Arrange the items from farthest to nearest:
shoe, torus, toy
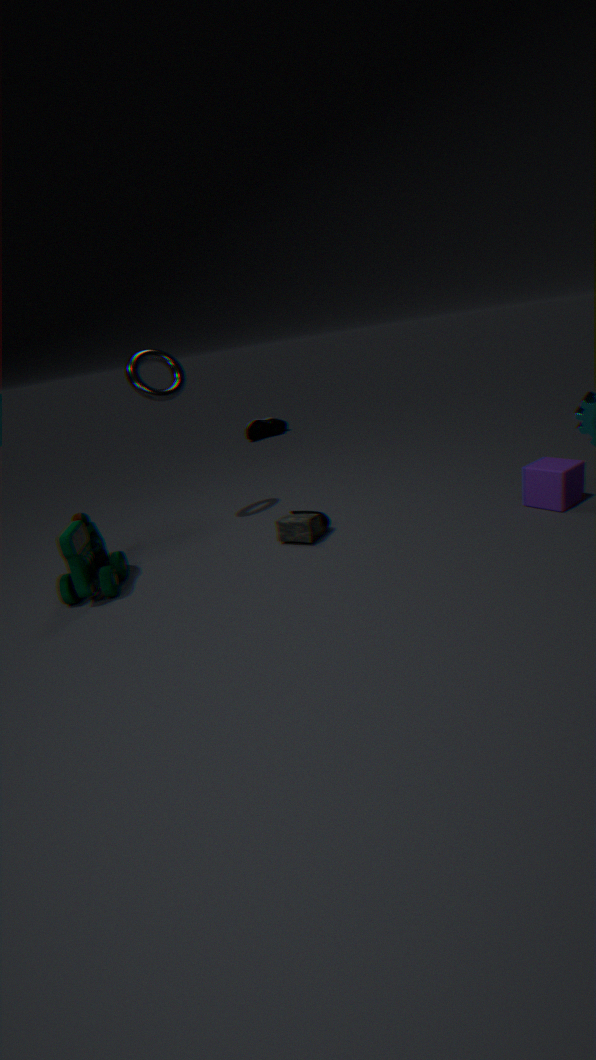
shoe < torus < toy
